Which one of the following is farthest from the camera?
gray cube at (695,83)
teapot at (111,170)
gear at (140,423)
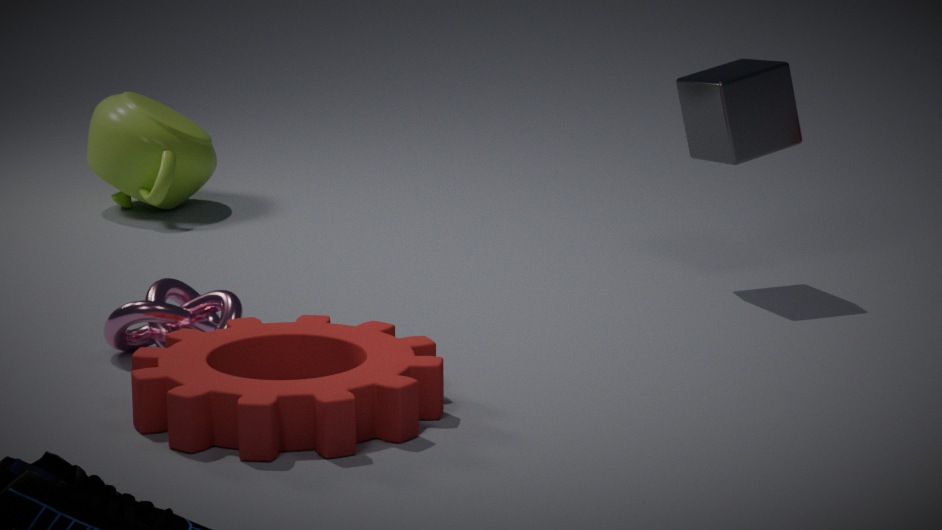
teapot at (111,170)
